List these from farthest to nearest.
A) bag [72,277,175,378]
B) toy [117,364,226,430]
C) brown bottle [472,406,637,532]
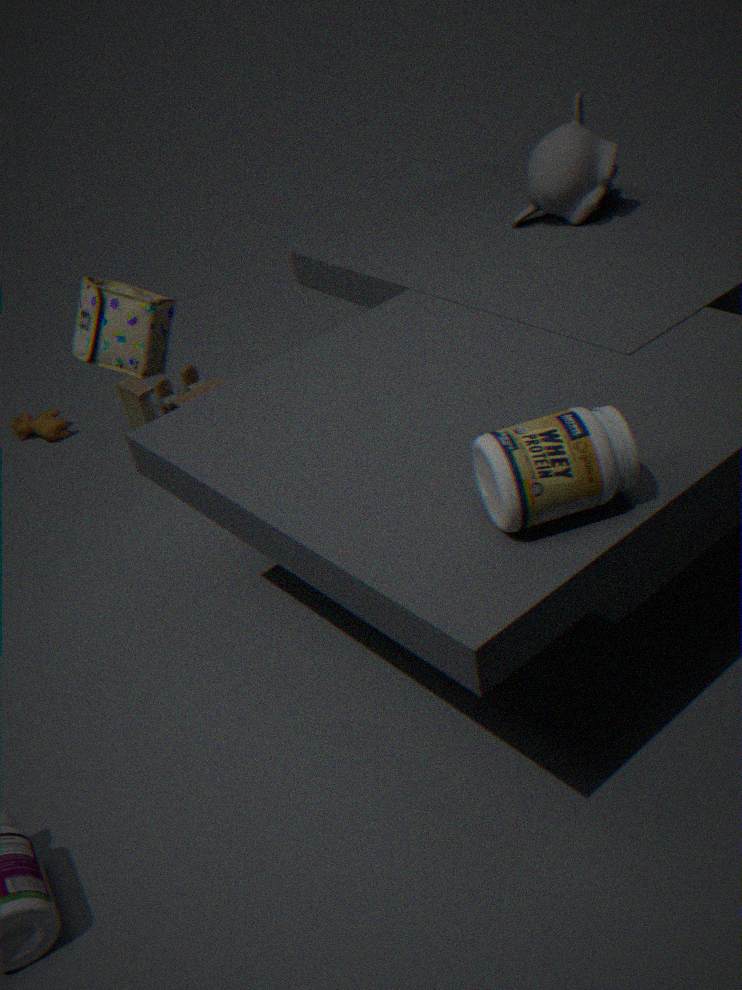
toy [117,364,226,430], bag [72,277,175,378], brown bottle [472,406,637,532]
